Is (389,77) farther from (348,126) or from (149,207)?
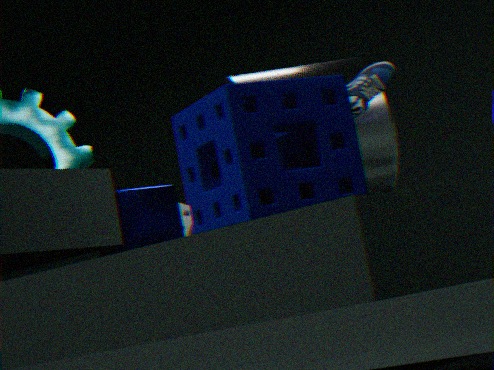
(348,126)
